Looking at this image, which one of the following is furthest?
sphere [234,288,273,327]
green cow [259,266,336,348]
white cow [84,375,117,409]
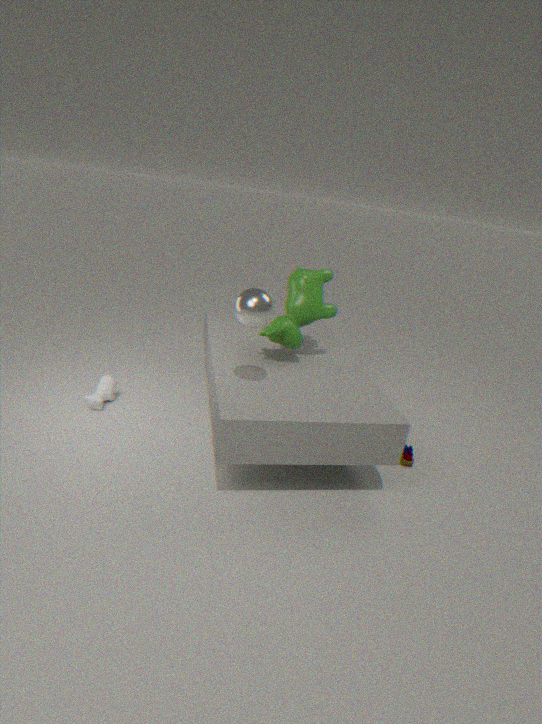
white cow [84,375,117,409]
